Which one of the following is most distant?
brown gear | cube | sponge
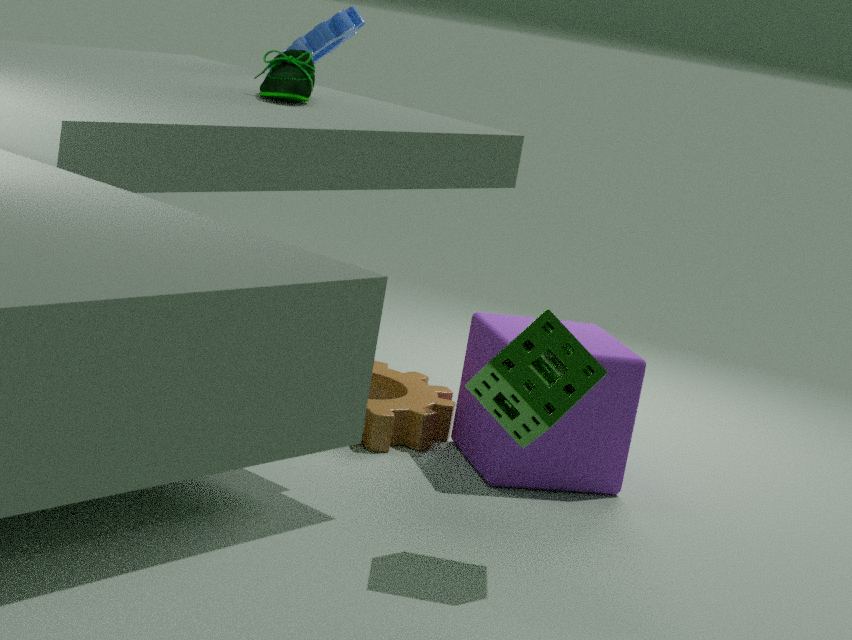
brown gear
